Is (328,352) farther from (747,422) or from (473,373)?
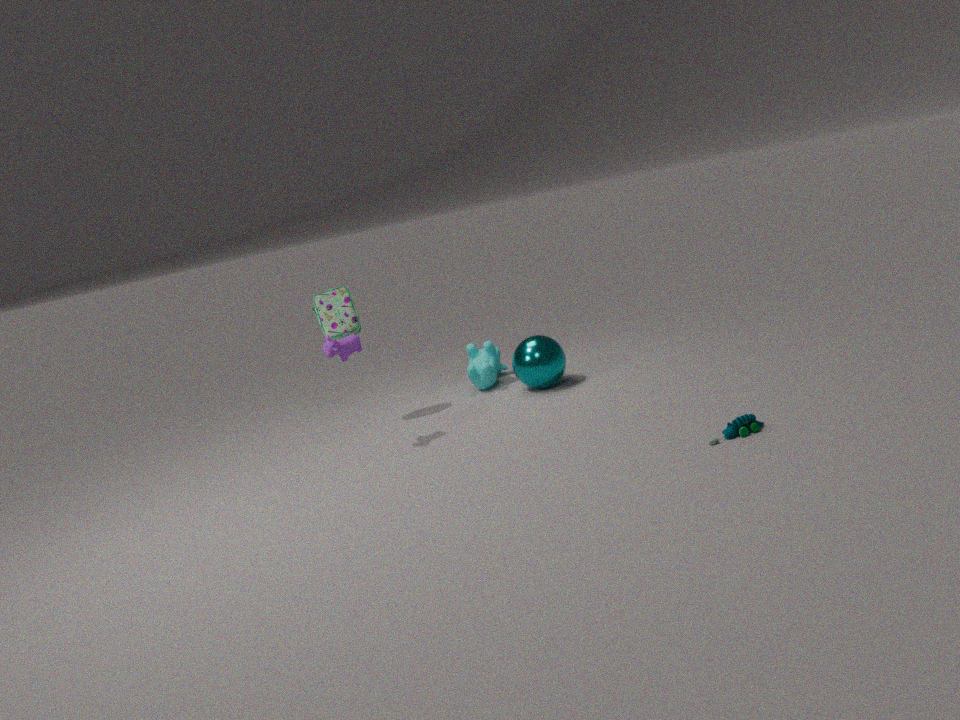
(747,422)
